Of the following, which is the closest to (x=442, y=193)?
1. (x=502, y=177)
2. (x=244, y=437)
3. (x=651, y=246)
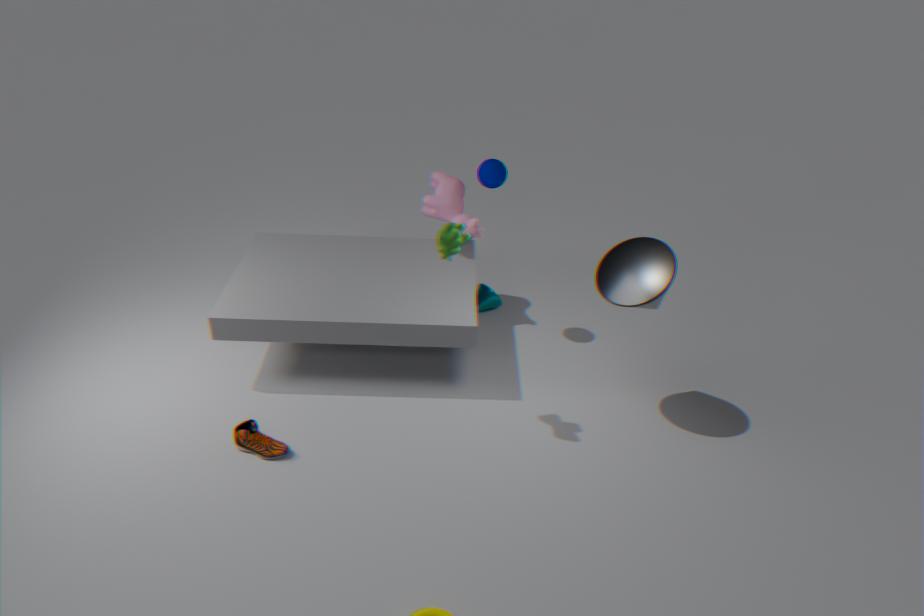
(x=502, y=177)
